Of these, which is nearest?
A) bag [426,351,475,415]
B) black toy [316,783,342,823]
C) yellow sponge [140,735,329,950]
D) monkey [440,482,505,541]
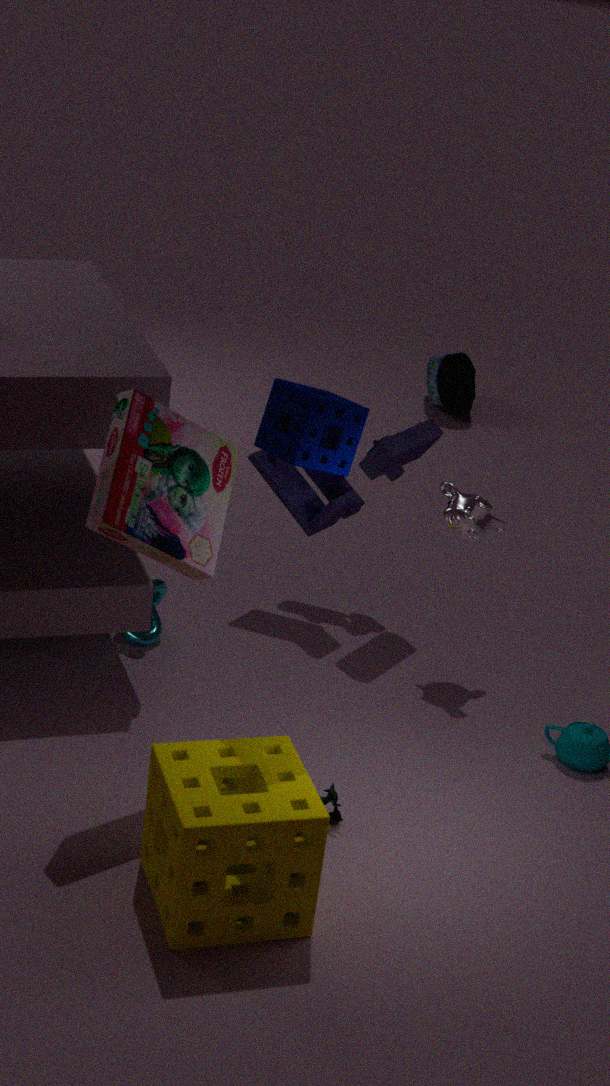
yellow sponge [140,735,329,950]
